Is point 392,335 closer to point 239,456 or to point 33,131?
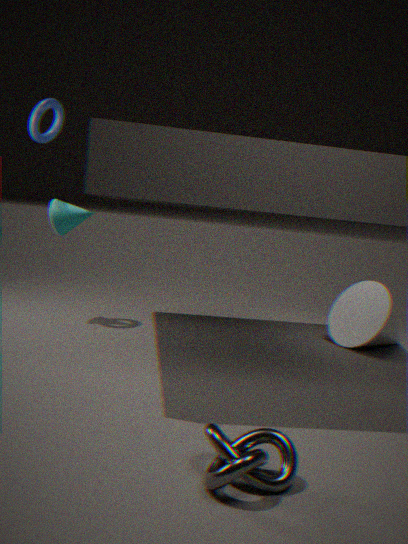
point 239,456
